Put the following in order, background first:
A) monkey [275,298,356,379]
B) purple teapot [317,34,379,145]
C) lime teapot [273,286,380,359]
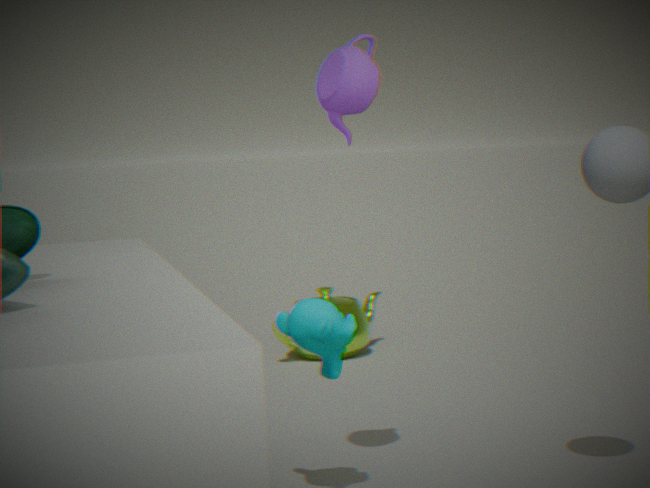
C. lime teapot [273,286,380,359]
A. monkey [275,298,356,379]
B. purple teapot [317,34,379,145]
